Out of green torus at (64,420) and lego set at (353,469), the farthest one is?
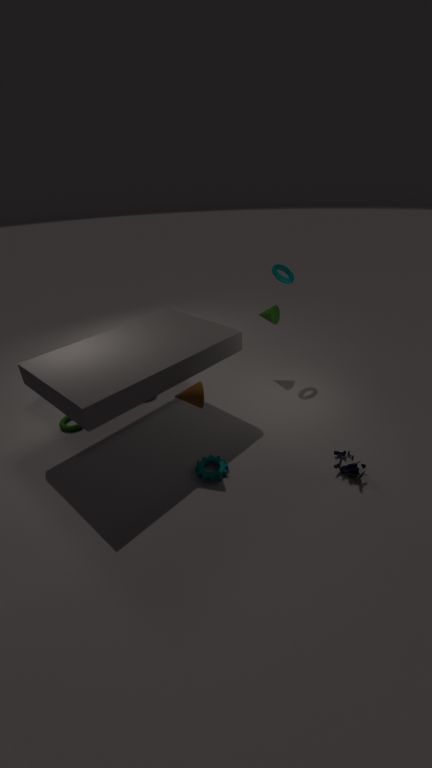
green torus at (64,420)
